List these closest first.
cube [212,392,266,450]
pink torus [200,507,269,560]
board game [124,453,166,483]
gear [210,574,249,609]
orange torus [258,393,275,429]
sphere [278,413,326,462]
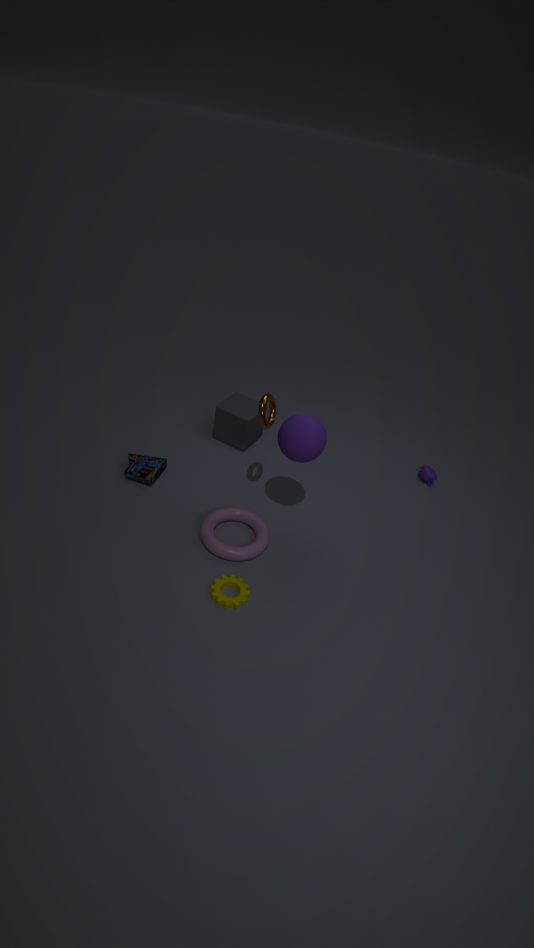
gear [210,574,249,609] → sphere [278,413,326,462] → orange torus [258,393,275,429] → pink torus [200,507,269,560] → board game [124,453,166,483] → cube [212,392,266,450]
